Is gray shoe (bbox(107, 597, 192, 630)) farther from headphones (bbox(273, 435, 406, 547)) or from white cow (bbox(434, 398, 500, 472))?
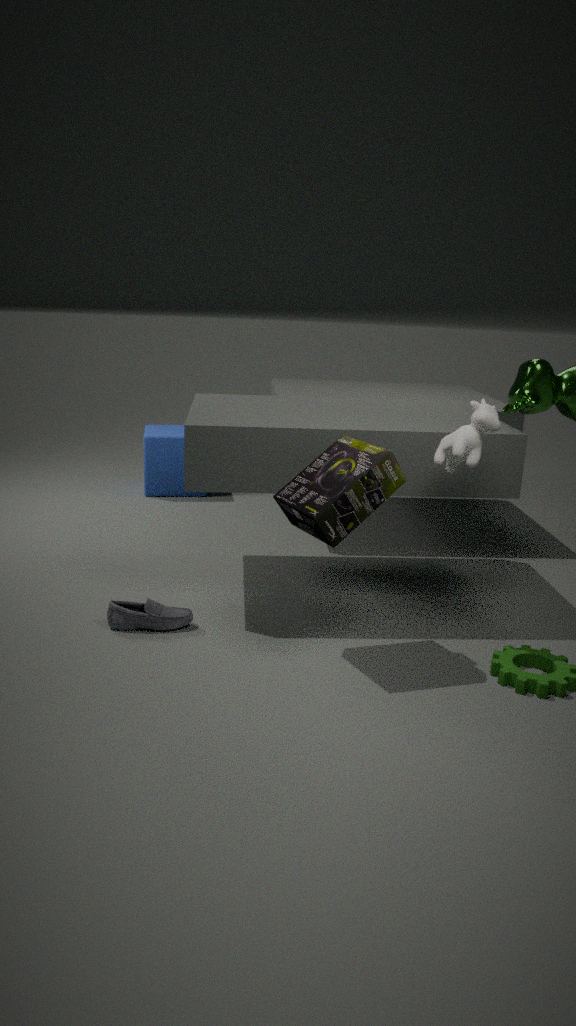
white cow (bbox(434, 398, 500, 472))
